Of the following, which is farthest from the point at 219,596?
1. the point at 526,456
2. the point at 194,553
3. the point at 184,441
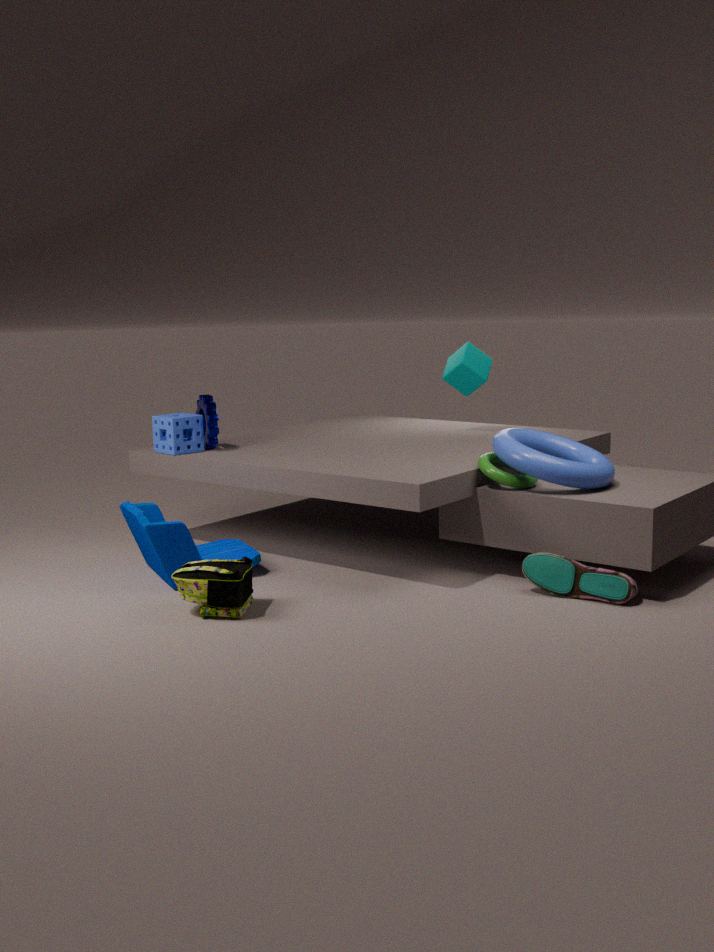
the point at 526,456
